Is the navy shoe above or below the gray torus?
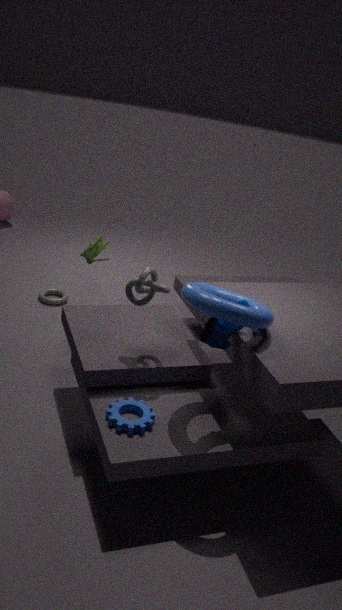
above
